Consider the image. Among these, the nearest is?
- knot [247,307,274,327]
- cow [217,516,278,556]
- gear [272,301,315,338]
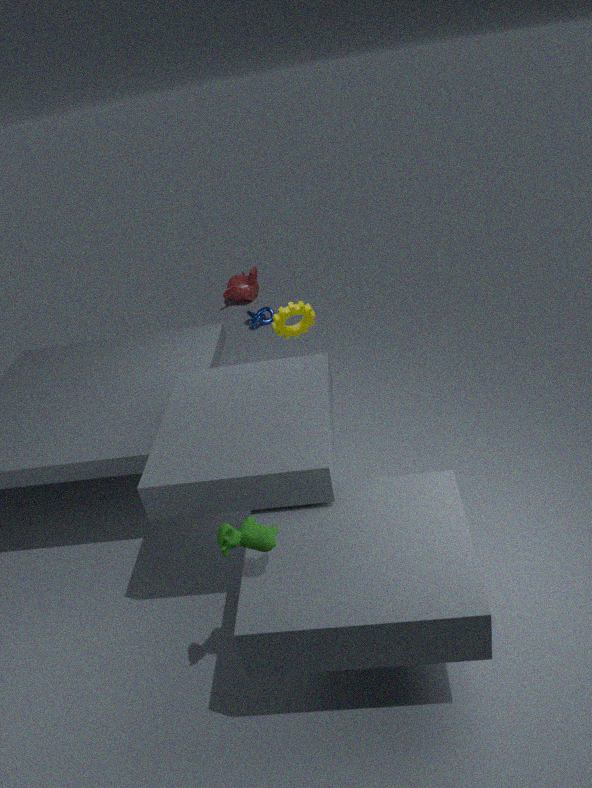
cow [217,516,278,556]
